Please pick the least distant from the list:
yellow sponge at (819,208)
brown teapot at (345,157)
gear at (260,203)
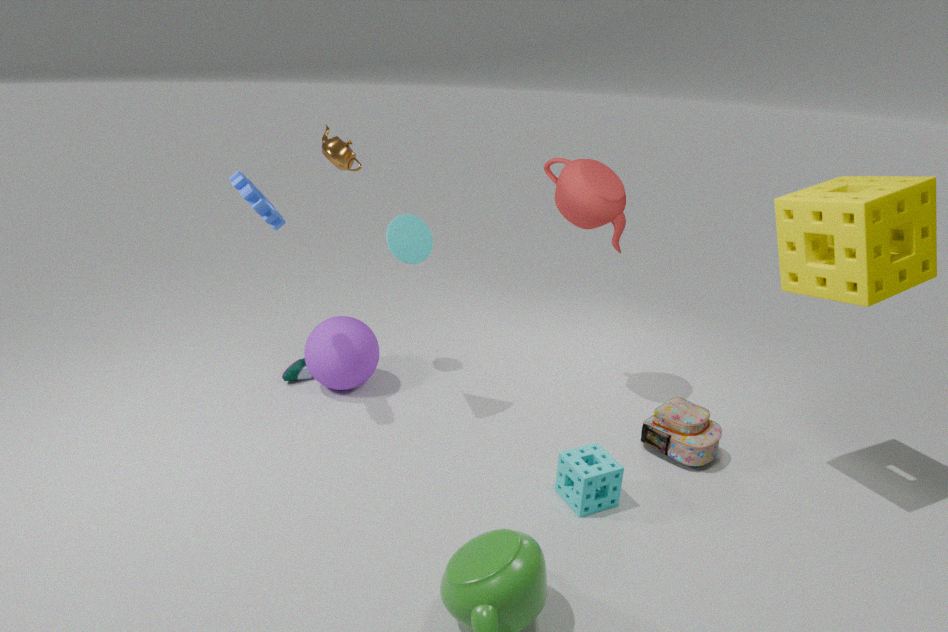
yellow sponge at (819,208)
